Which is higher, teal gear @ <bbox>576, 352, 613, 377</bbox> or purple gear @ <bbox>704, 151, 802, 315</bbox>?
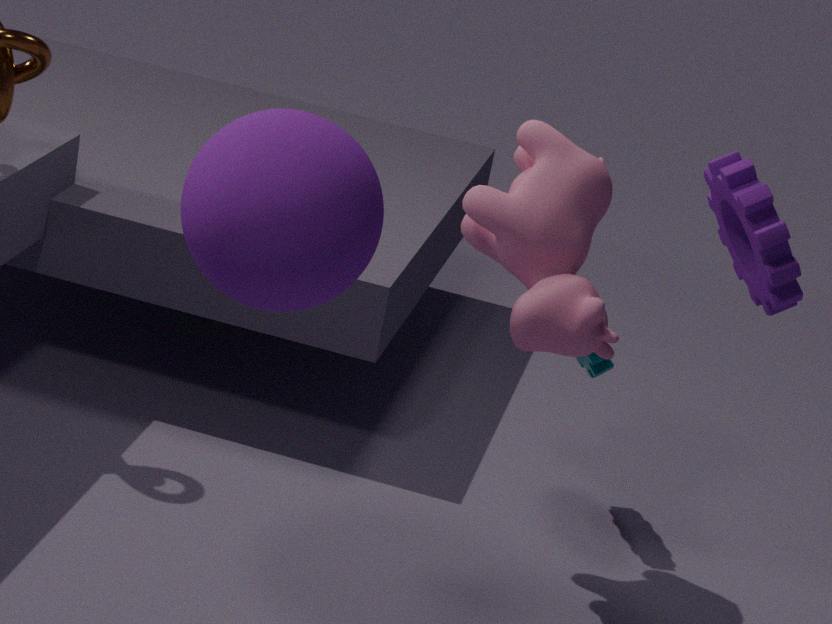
purple gear @ <bbox>704, 151, 802, 315</bbox>
